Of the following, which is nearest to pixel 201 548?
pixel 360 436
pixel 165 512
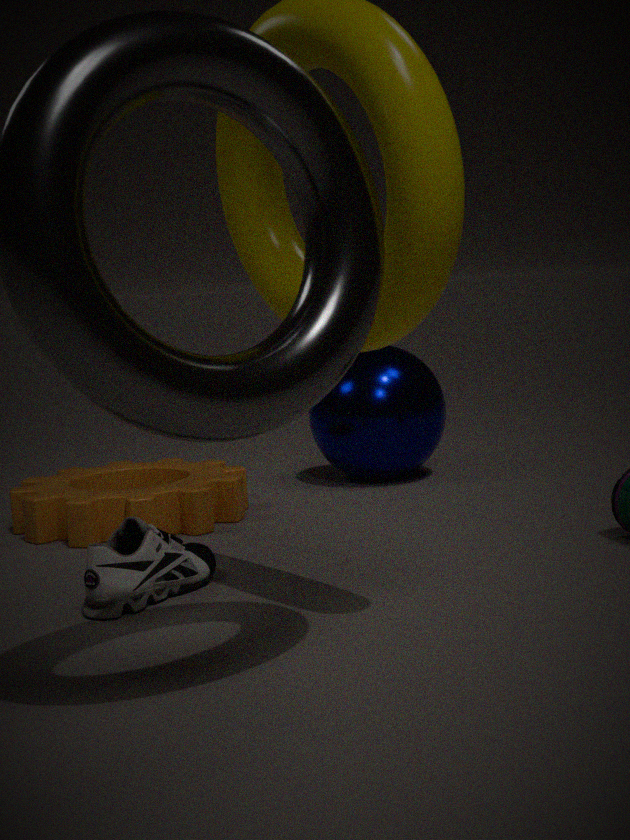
pixel 165 512
